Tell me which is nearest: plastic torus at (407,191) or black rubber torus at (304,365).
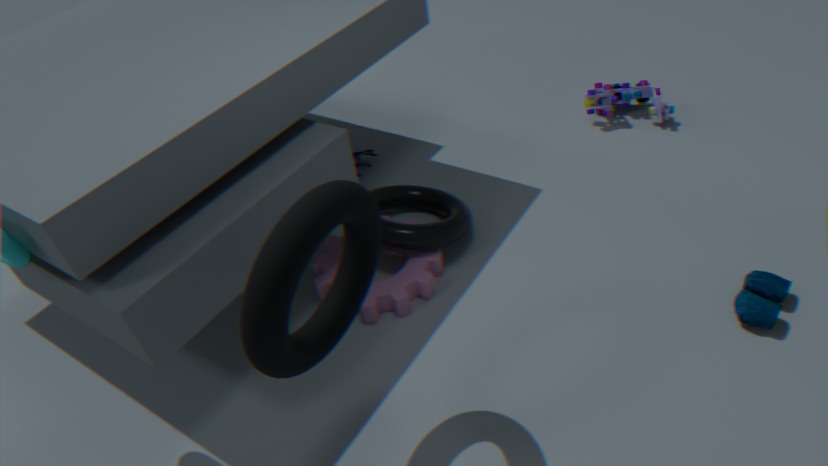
black rubber torus at (304,365)
